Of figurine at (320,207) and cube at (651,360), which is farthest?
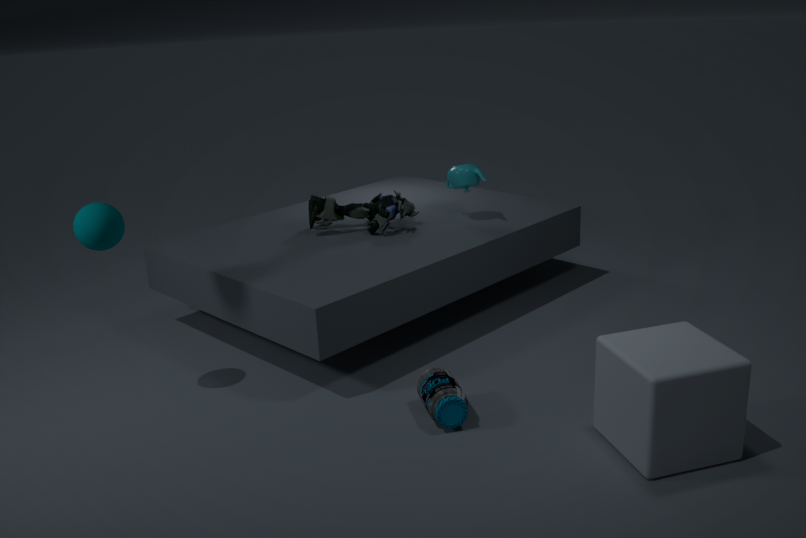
figurine at (320,207)
